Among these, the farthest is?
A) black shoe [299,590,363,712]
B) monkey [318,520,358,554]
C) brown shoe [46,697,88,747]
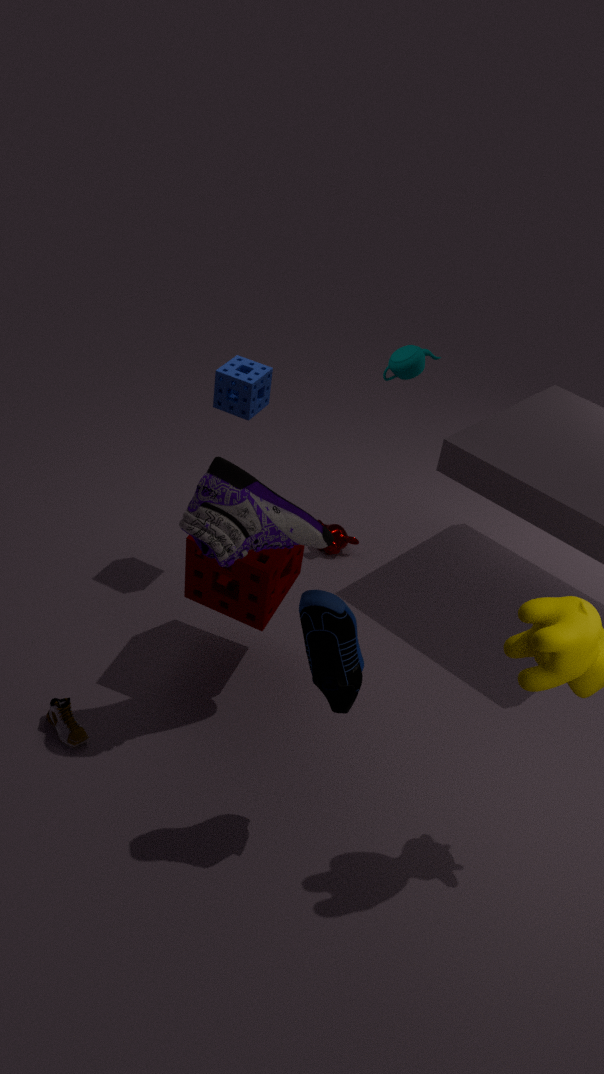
monkey [318,520,358,554]
